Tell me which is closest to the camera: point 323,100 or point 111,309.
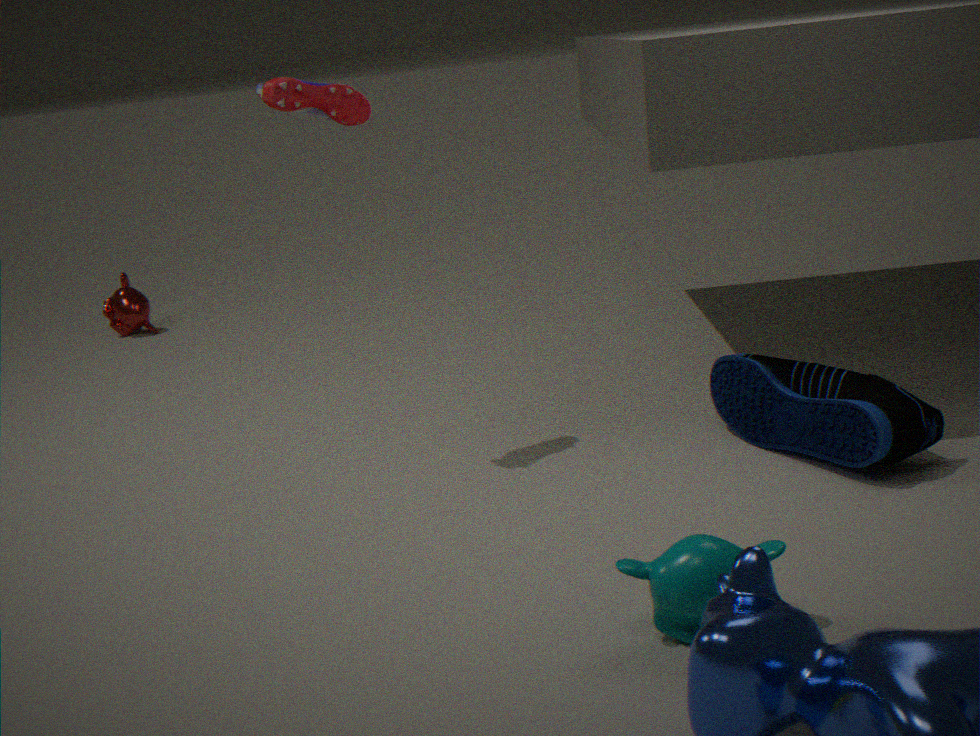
point 323,100
